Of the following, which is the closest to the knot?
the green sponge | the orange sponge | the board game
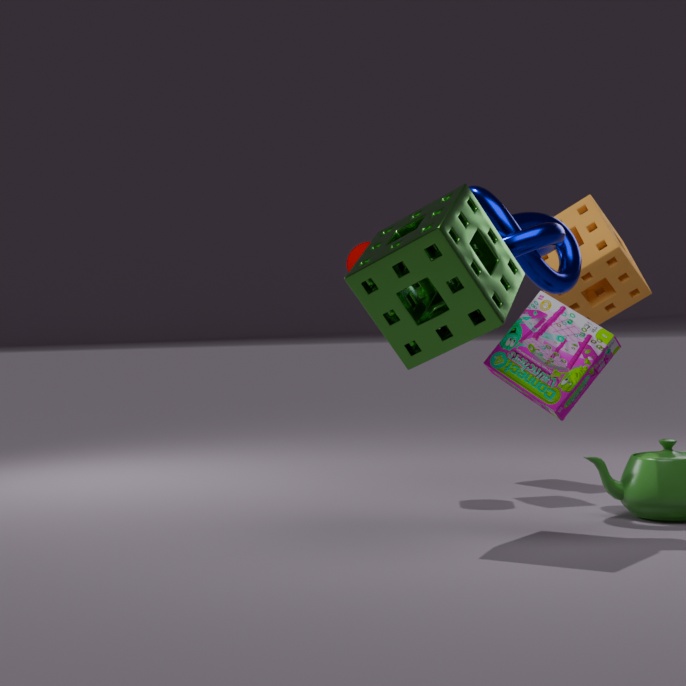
the green sponge
